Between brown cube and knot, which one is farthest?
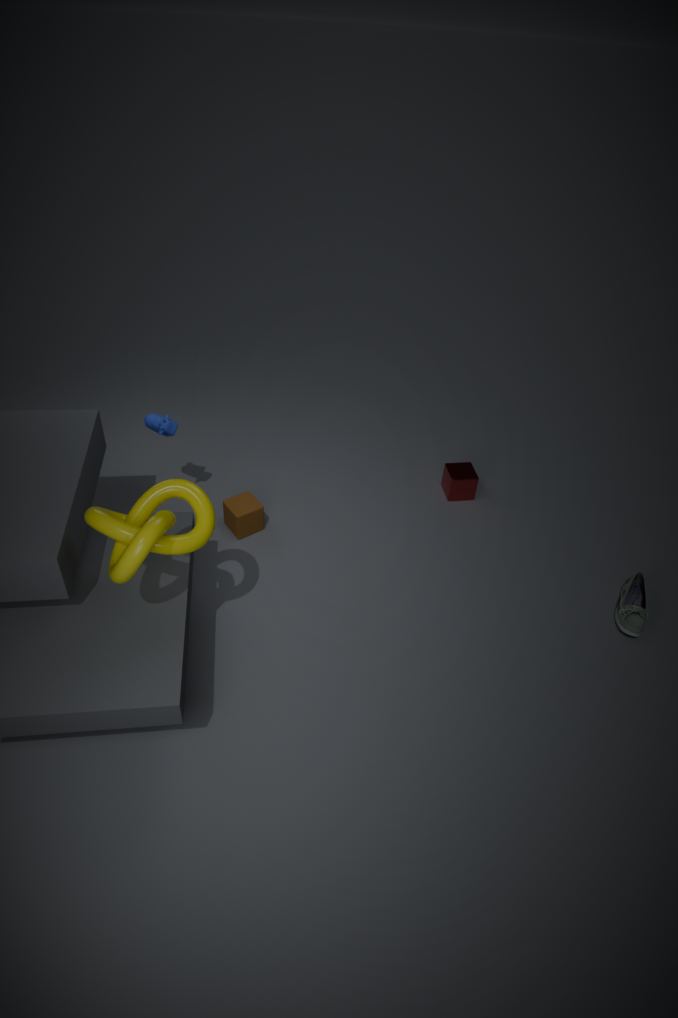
brown cube
